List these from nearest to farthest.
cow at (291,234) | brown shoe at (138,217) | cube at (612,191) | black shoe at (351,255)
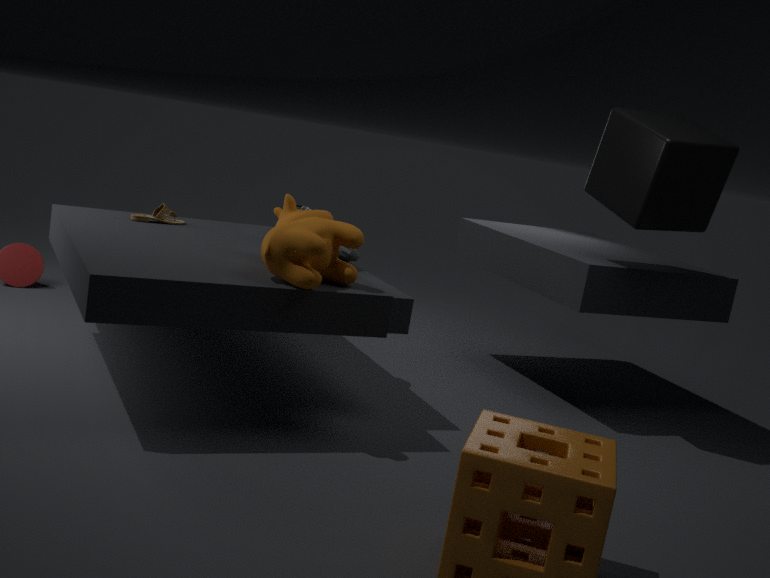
cow at (291,234), cube at (612,191), black shoe at (351,255), brown shoe at (138,217)
